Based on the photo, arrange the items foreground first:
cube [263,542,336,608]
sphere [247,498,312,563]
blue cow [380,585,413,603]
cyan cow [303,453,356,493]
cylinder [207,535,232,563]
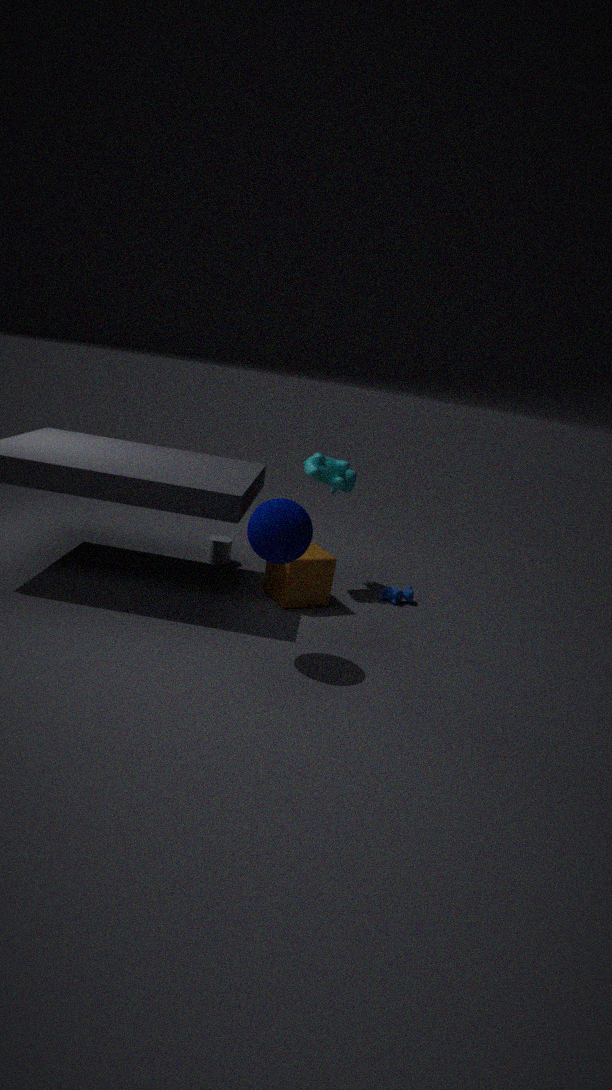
sphere [247,498,312,563]
cube [263,542,336,608]
cyan cow [303,453,356,493]
blue cow [380,585,413,603]
cylinder [207,535,232,563]
